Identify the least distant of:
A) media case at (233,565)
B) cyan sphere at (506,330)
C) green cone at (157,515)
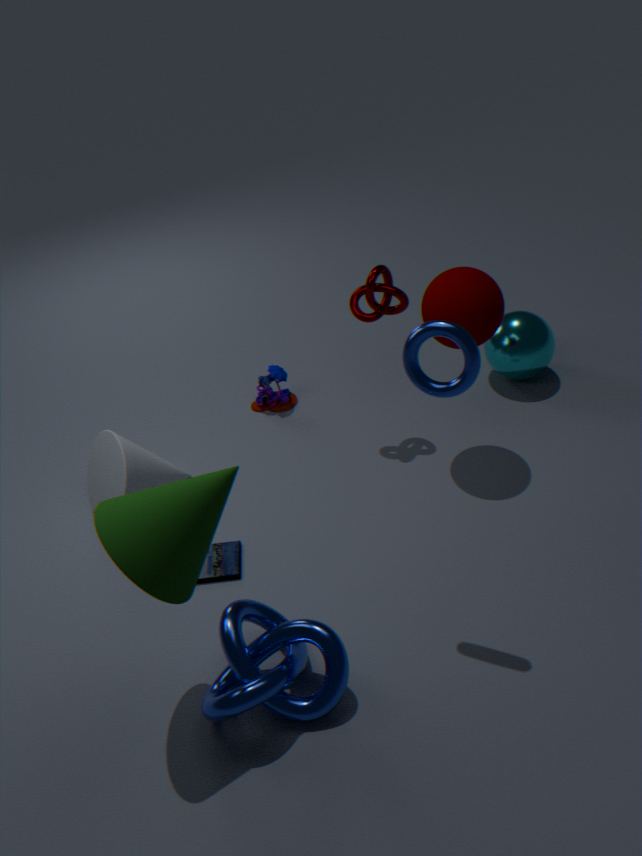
green cone at (157,515)
